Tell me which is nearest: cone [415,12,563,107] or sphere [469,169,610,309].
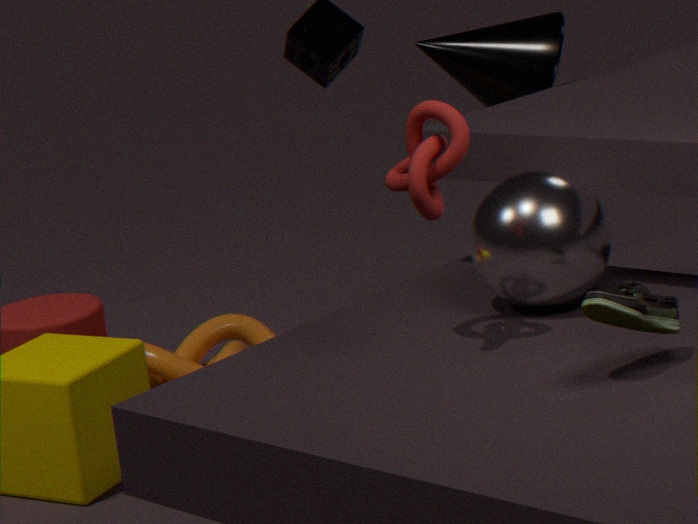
sphere [469,169,610,309]
